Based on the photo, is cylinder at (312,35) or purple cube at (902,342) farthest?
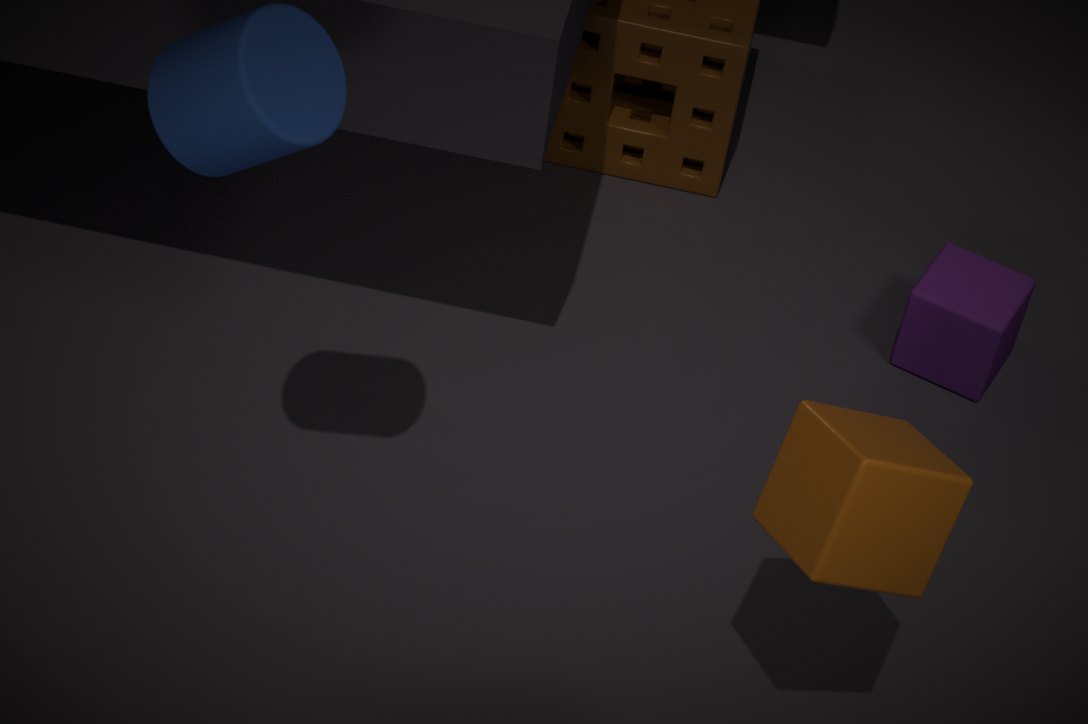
purple cube at (902,342)
